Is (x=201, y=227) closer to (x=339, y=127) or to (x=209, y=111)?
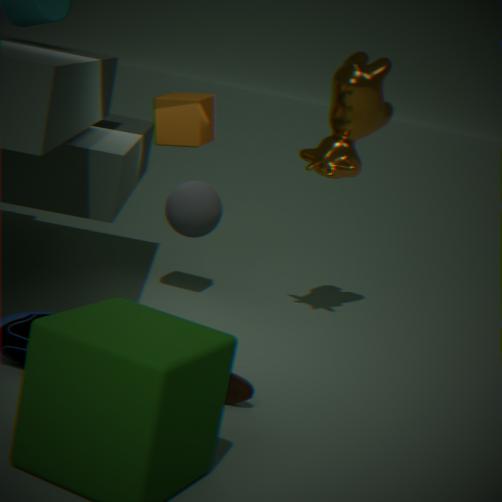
(x=209, y=111)
